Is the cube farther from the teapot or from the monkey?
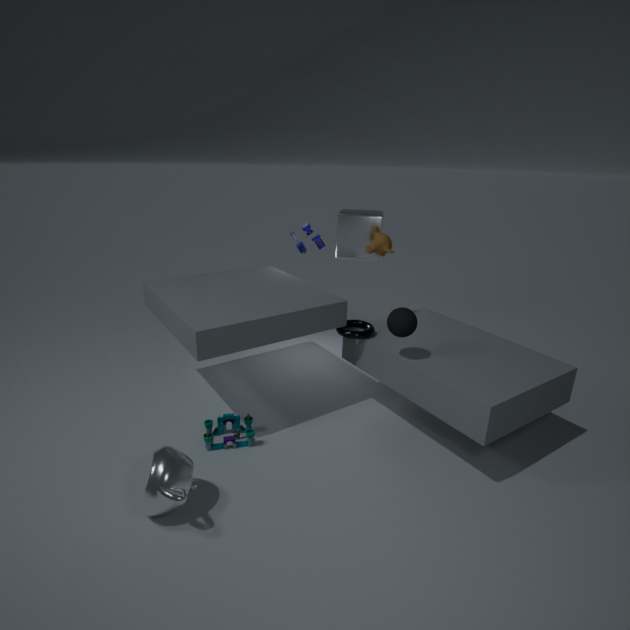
the teapot
